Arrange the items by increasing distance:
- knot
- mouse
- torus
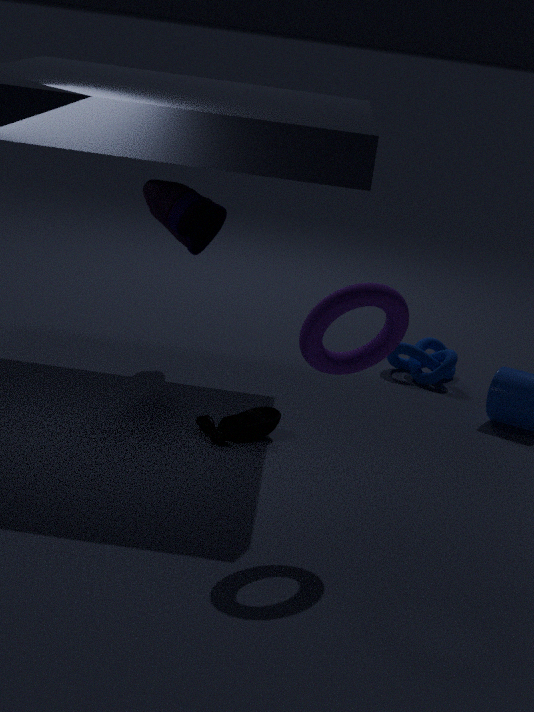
torus → mouse → knot
